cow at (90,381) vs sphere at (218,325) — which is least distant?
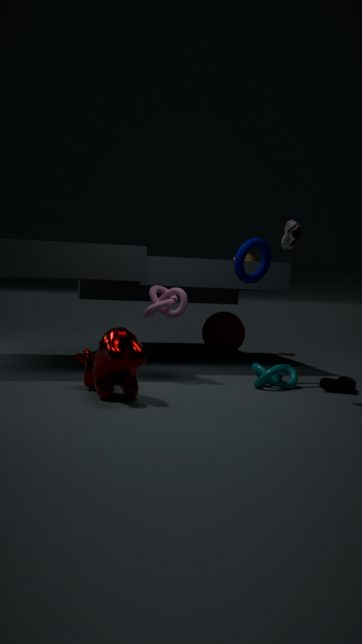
cow at (90,381)
